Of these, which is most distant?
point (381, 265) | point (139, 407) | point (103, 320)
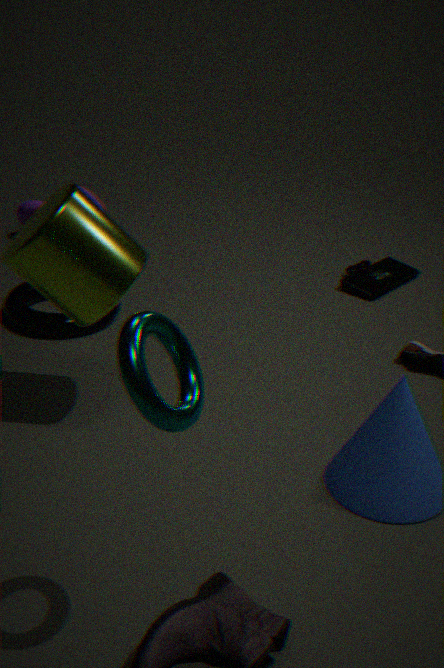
point (381, 265)
